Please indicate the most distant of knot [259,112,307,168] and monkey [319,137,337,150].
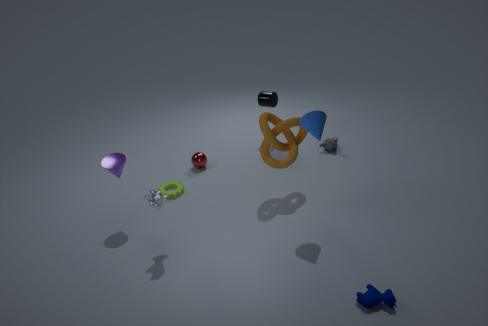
monkey [319,137,337,150]
